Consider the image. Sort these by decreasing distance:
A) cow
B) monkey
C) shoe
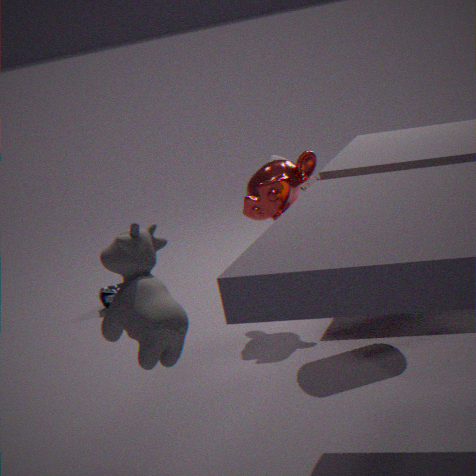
shoe, monkey, cow
